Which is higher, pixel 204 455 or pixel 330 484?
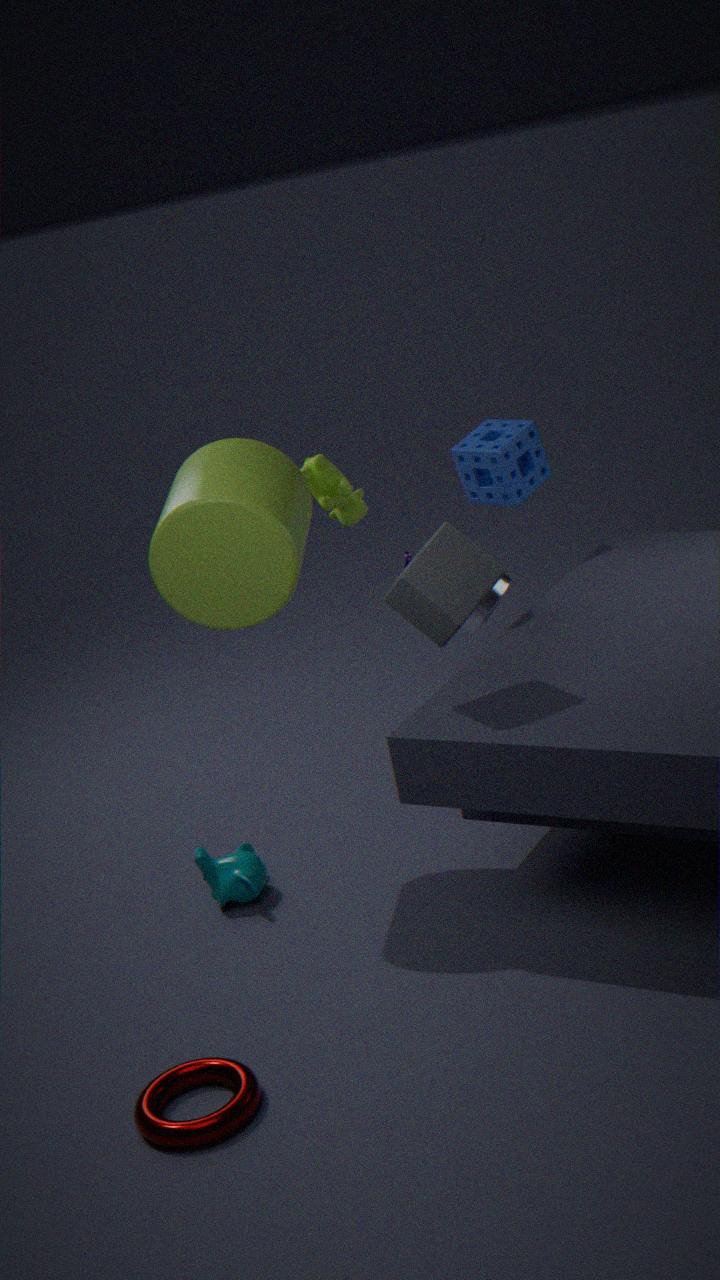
pixel 204 455
